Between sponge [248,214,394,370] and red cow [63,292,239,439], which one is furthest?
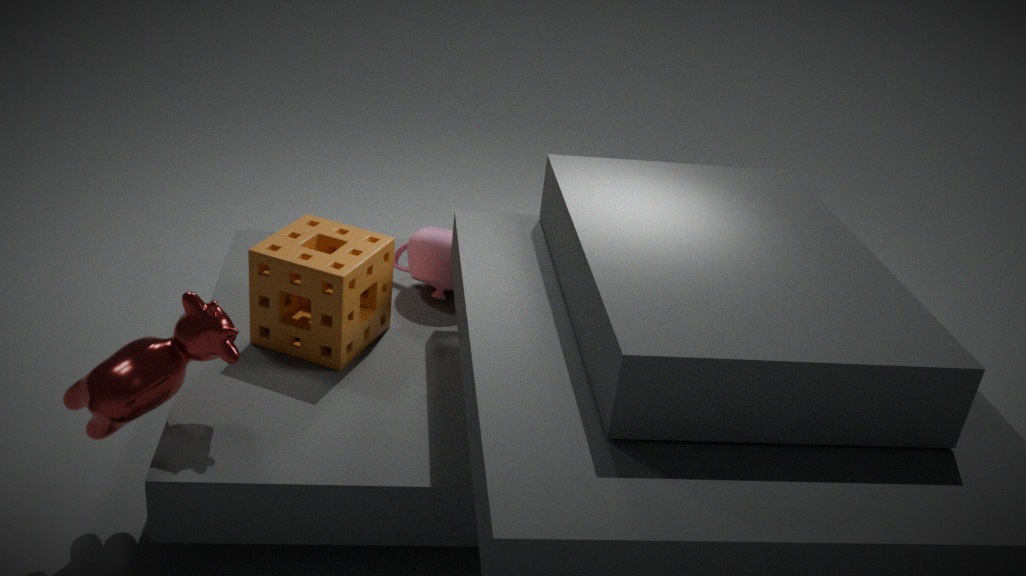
sponge [248,214,394,370]
